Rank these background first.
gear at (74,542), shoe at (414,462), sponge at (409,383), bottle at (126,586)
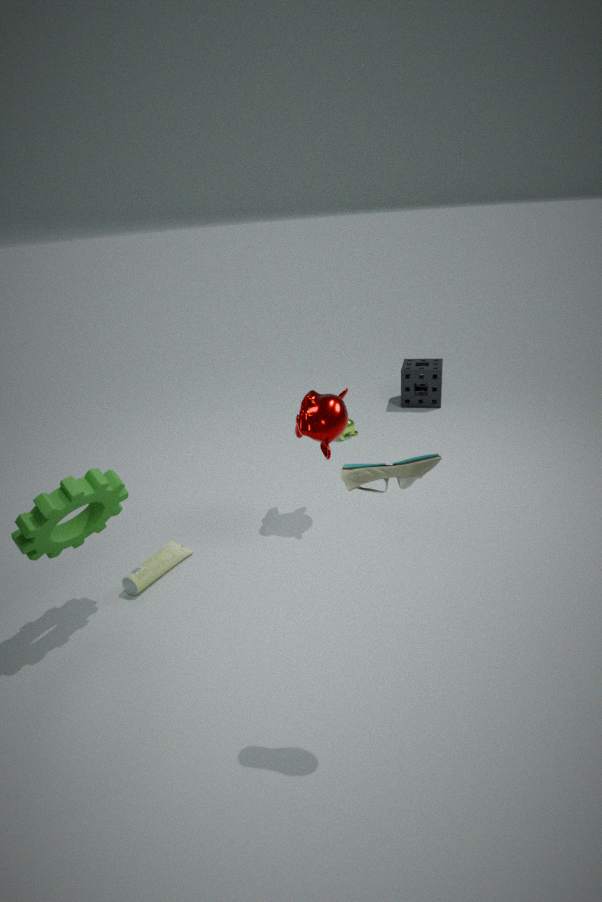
sponge at (409,383) → bottle at (126,586) → gear at (74,542) → shoe at (414,462)
